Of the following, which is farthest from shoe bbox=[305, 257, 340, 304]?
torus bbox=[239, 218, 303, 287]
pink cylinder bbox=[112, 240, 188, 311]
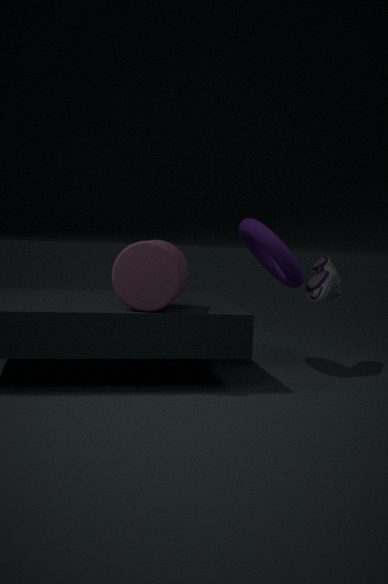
pink cylinder bbox=[112, 240, 188, 311]
